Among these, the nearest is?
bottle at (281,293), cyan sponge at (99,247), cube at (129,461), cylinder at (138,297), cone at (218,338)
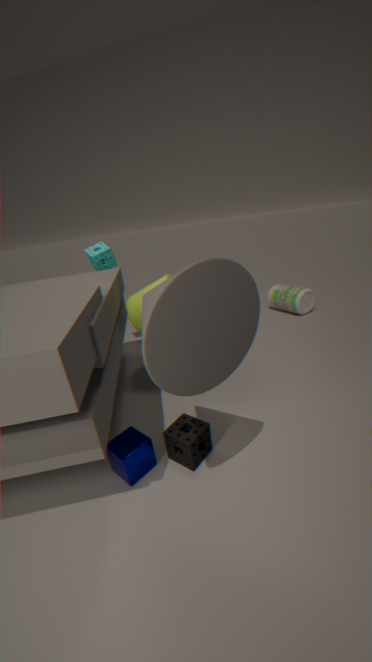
cone at (218,338)
